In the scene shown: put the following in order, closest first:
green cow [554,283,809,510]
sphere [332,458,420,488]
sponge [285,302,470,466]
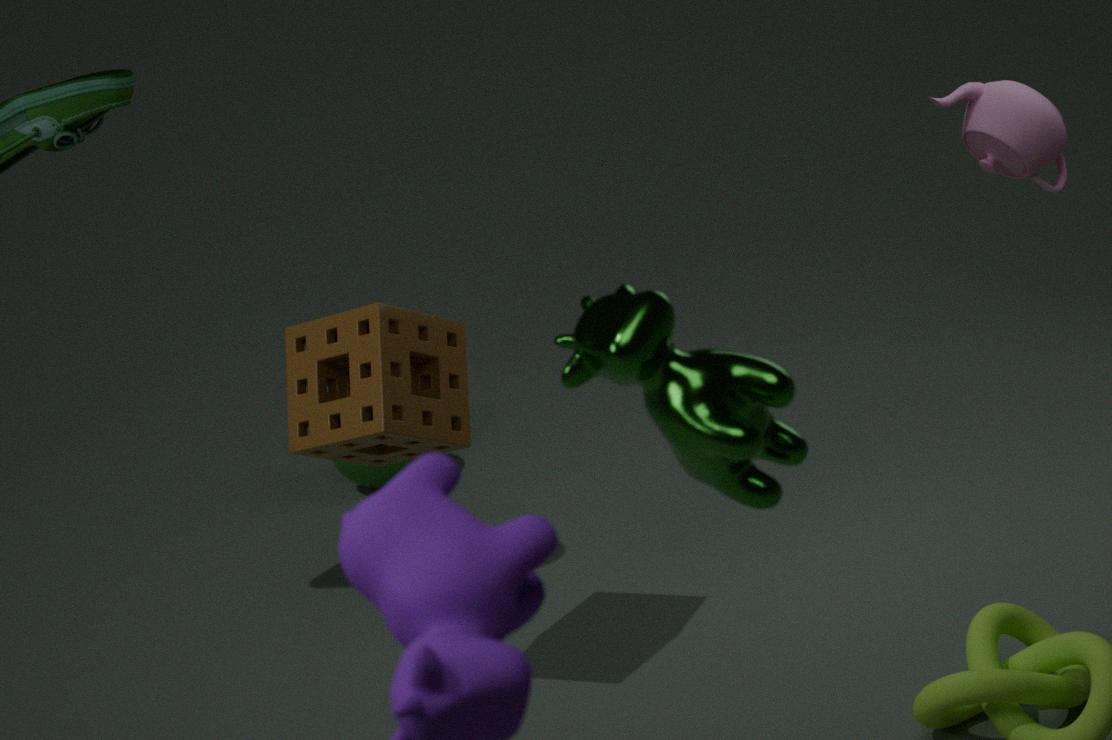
green cow [554,283,809,510], sponge [285,302,470,466], sphere [332,458,420,488]
